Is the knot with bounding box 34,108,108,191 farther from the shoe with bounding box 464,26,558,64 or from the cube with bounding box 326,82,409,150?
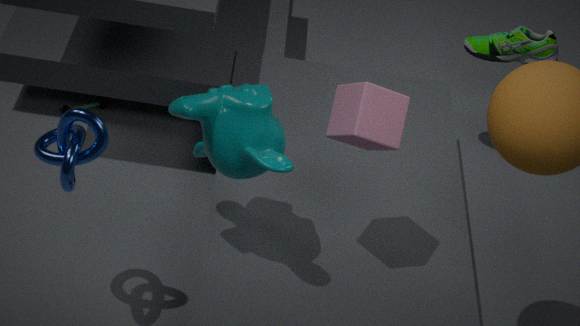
the shoe with bounding box 464,26,558,64
